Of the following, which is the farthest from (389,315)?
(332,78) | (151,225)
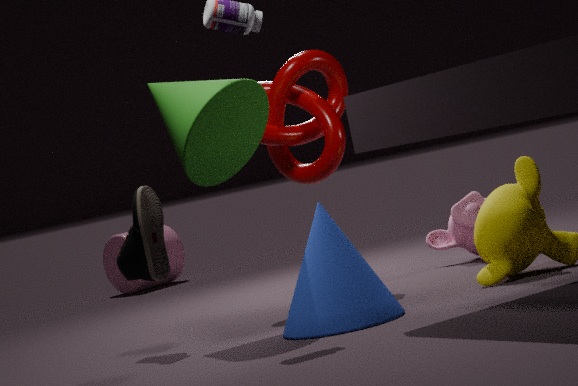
(332,78)
